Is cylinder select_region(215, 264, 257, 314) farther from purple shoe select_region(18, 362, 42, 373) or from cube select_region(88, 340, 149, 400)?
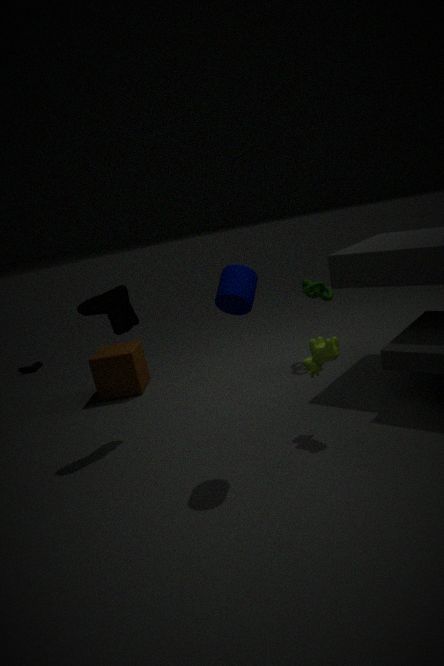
purple shoe select_region(18, 362, 42, 373)
